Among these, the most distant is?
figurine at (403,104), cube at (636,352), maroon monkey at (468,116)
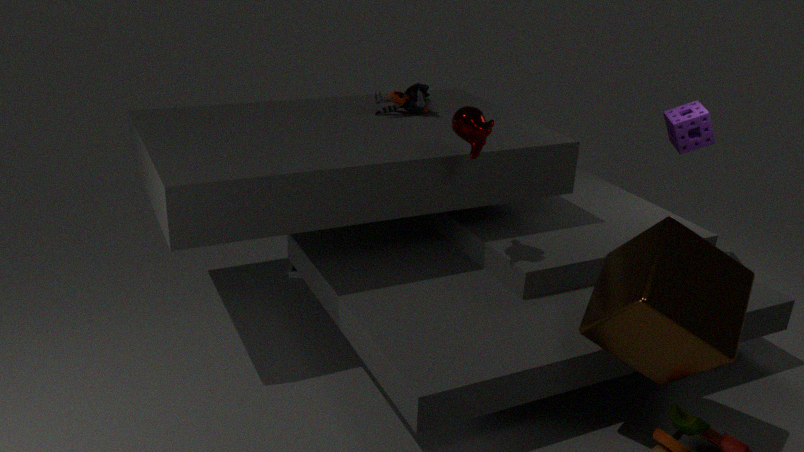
figurine at (403,104)
